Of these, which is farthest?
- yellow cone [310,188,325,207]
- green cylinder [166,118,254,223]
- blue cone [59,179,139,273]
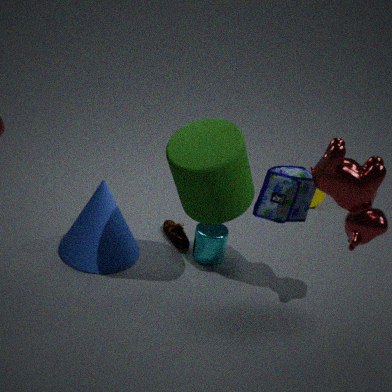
yellow cone [310,188,325,207]
